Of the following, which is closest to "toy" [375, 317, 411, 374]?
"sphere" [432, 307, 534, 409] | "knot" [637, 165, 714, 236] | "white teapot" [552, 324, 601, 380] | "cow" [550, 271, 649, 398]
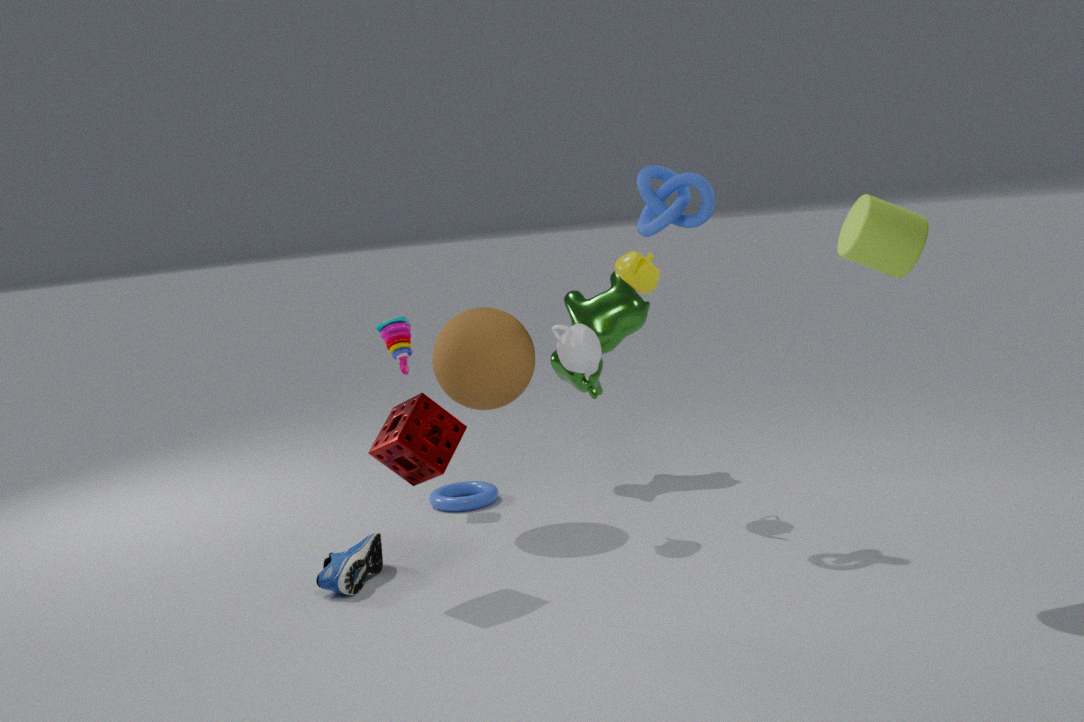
"sphere" [432, 307, 534, 409]
